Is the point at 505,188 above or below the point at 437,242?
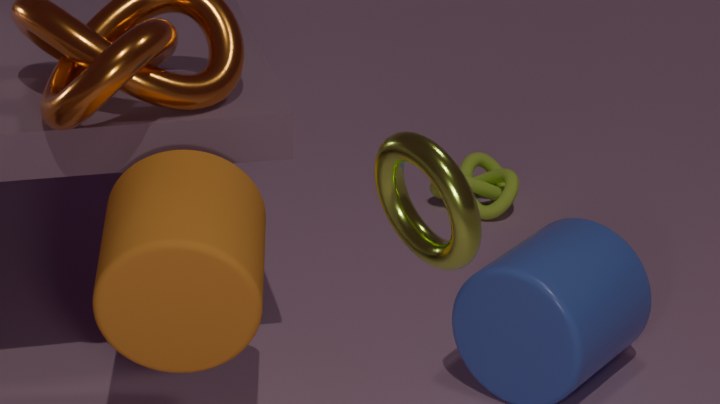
below
